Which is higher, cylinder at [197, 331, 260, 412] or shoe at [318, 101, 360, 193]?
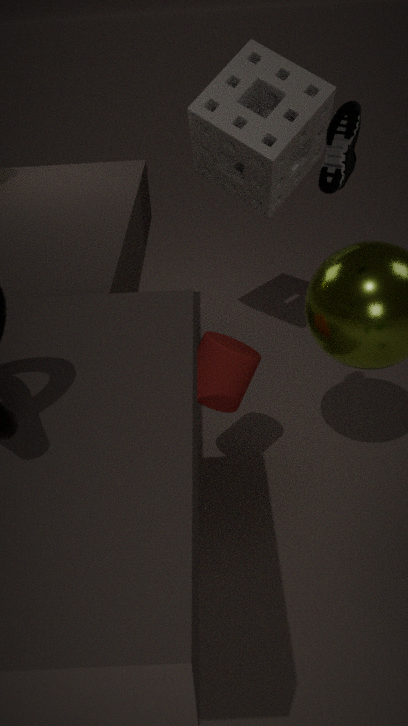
shoe at [318, 101, 360, 193]
